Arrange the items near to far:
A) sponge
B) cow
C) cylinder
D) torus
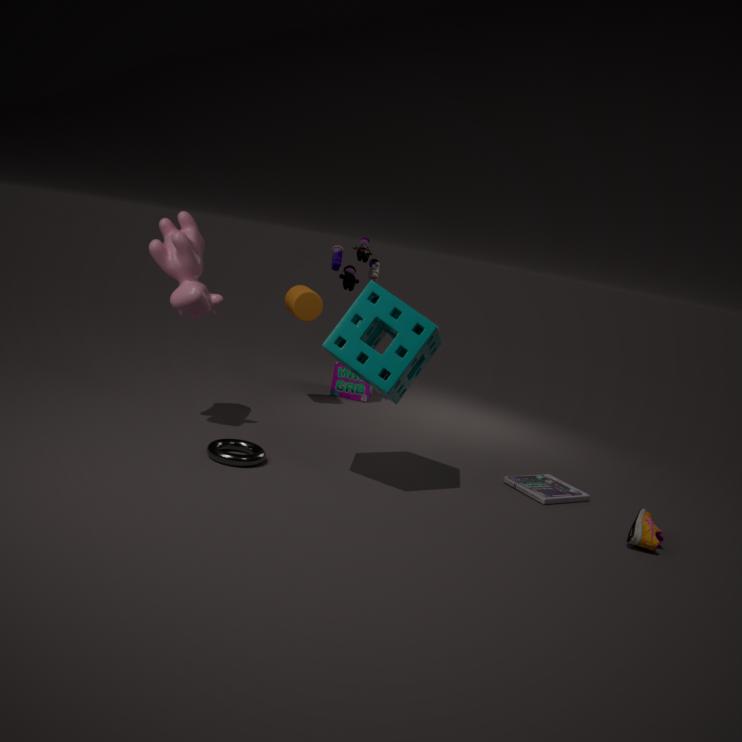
sponge
torus
cow
cylinder
